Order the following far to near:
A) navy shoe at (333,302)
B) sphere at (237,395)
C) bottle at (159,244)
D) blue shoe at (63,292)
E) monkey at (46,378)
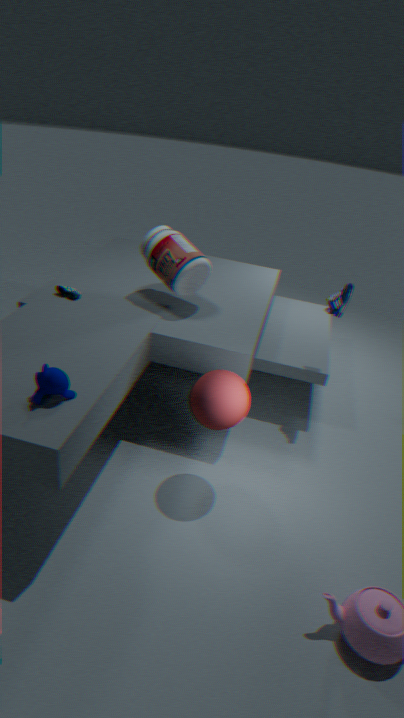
blue shoe at (63,292)
bottle at (159,244)
navy shoe at (333,302)
sphere at (237,395)
monkey at (46,378)
